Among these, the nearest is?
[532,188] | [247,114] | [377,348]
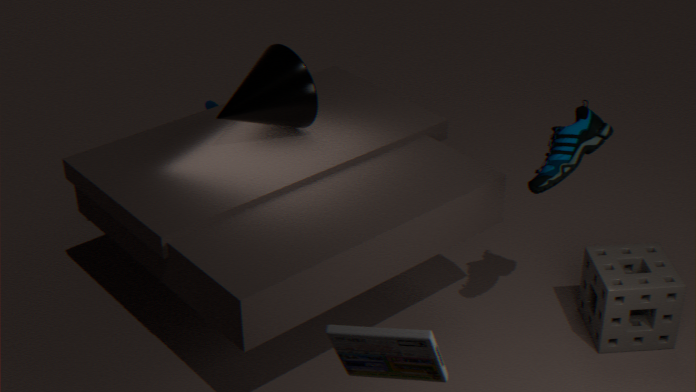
[377,348]
